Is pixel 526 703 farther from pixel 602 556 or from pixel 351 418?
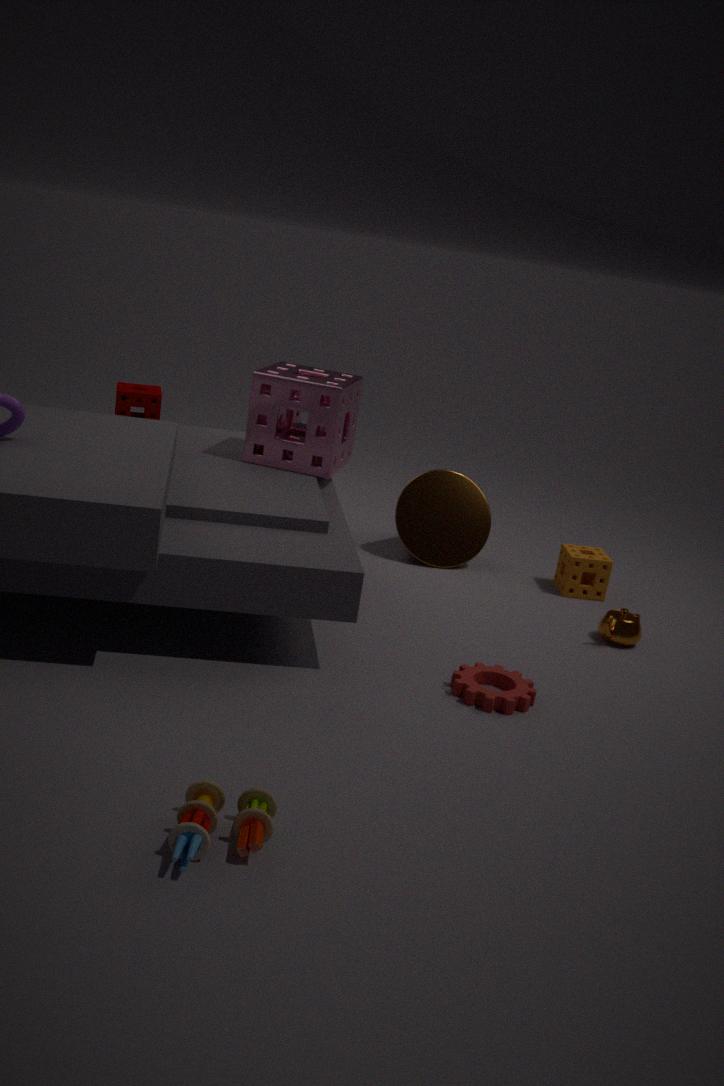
pixel 351 418
